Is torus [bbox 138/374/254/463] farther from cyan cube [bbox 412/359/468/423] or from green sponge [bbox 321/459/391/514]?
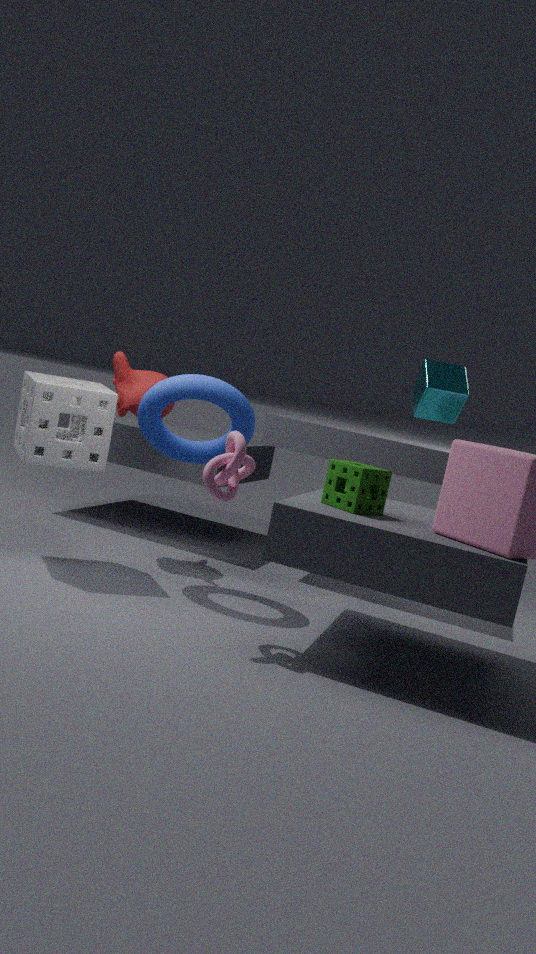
cyan cube [bbox 412/359/468/423]
